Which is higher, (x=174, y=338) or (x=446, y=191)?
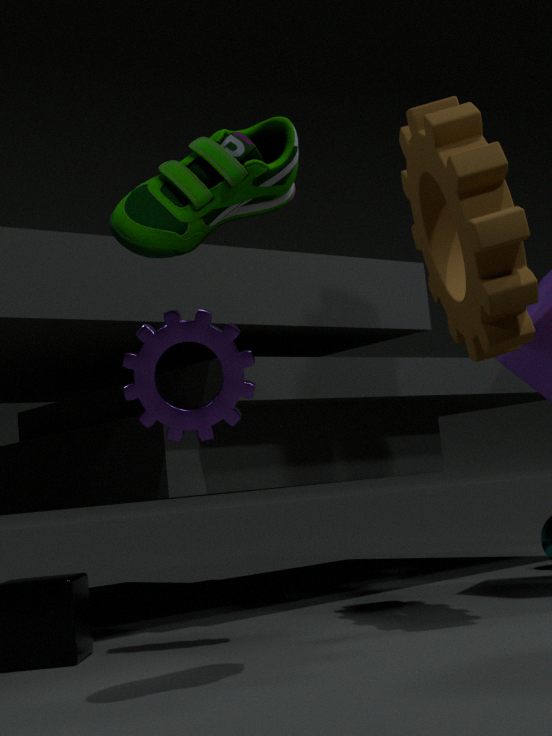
(x=446, y=191)
